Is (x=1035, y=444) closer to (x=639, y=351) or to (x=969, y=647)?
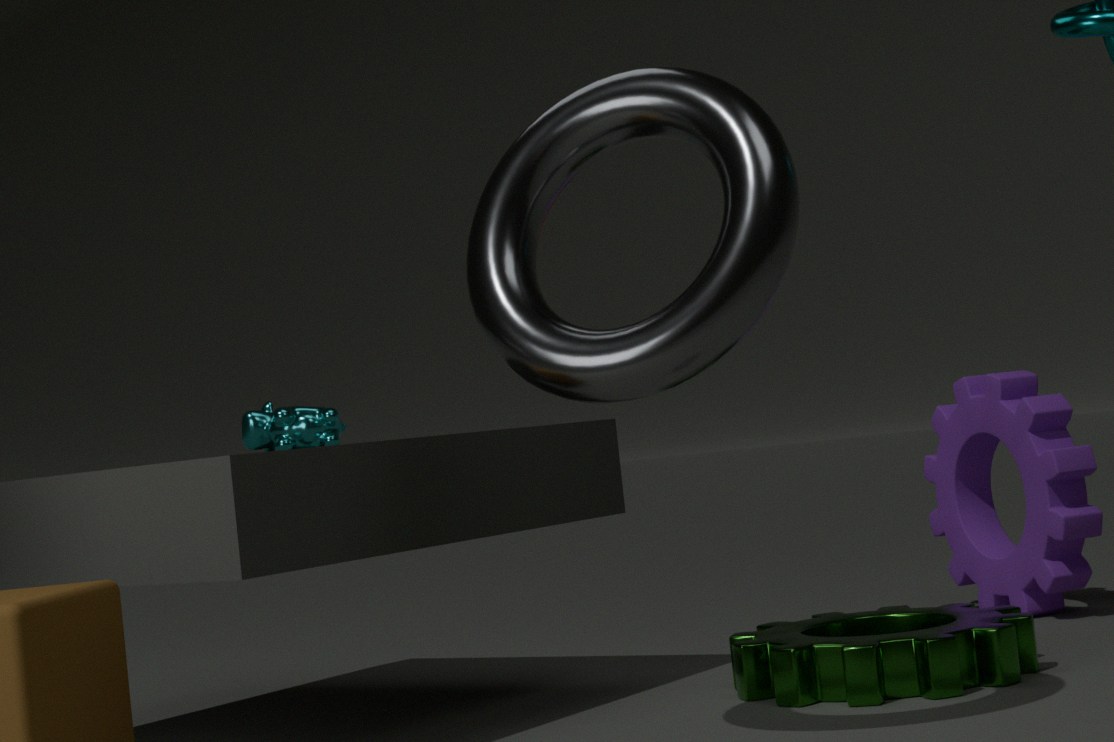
(x=969, y=647)
